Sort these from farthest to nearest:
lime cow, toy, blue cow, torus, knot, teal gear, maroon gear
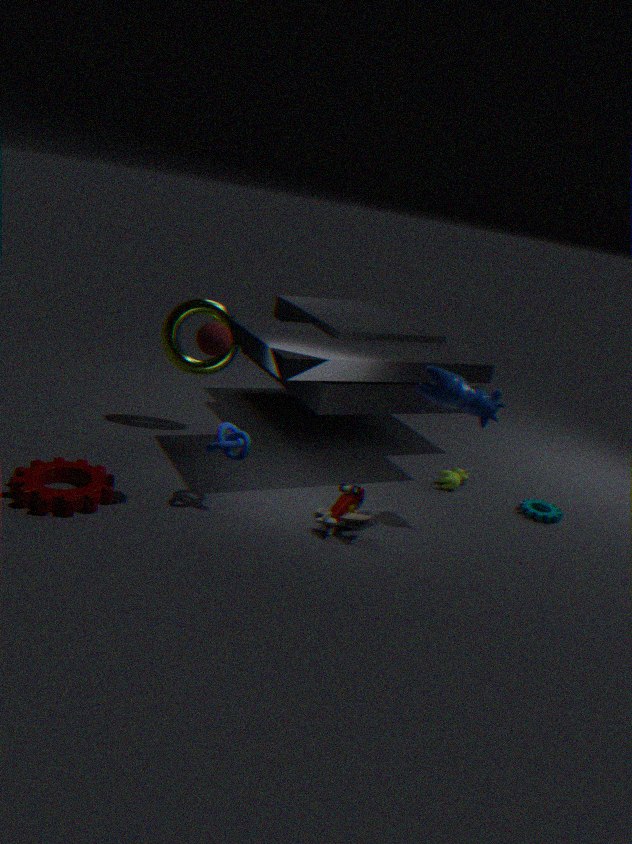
torus < lime cow < teal gear < toy < knot < blue cow < maroon gear
